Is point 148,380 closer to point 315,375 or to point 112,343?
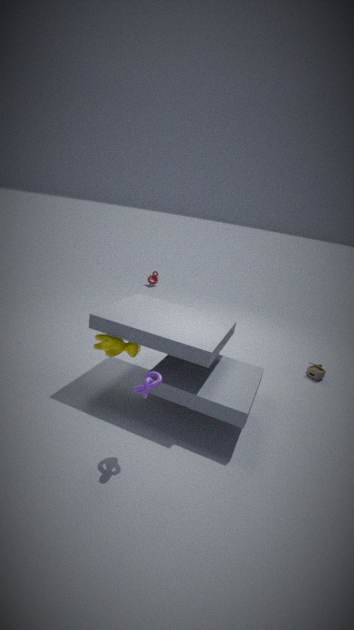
point 112,343
